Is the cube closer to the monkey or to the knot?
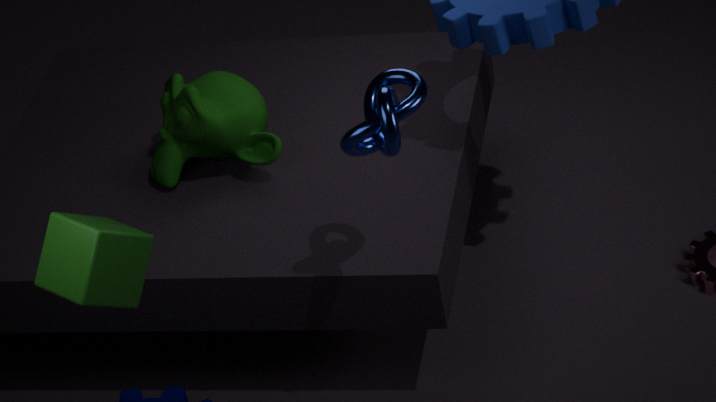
the knot
